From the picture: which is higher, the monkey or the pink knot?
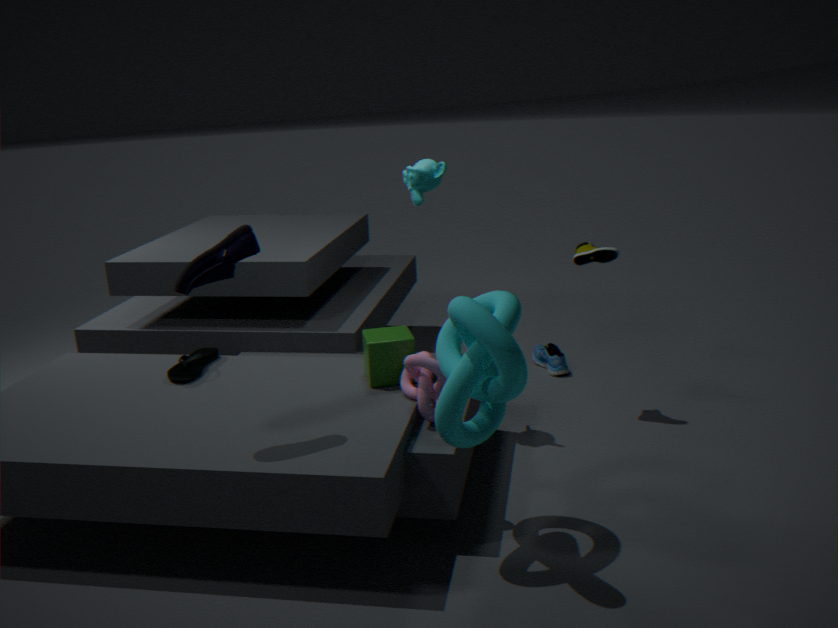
the monkey
